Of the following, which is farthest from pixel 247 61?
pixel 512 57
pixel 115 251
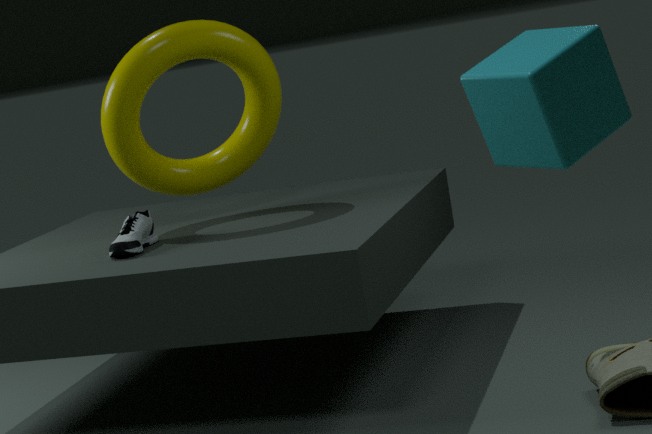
pixel 512 57
